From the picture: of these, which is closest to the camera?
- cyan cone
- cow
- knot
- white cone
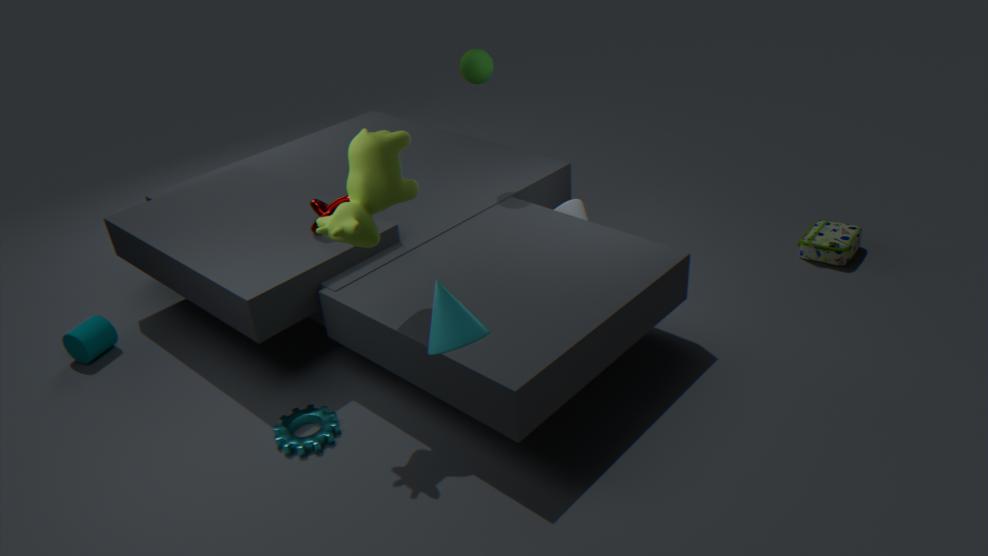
cyan cone
